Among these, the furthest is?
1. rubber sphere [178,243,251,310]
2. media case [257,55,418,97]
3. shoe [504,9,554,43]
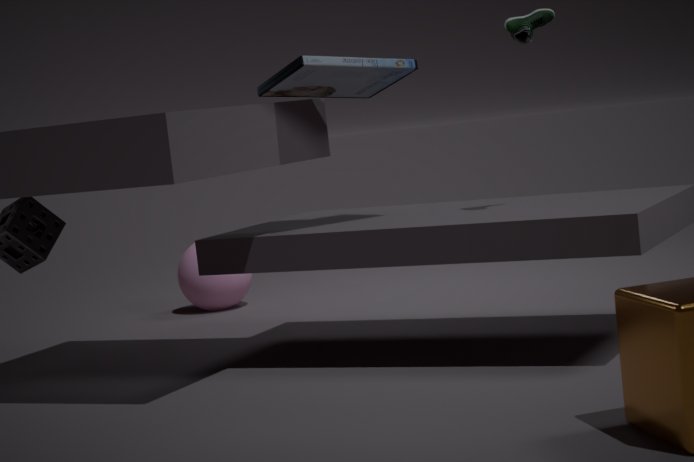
rubber sphere [178,243,251,310]
